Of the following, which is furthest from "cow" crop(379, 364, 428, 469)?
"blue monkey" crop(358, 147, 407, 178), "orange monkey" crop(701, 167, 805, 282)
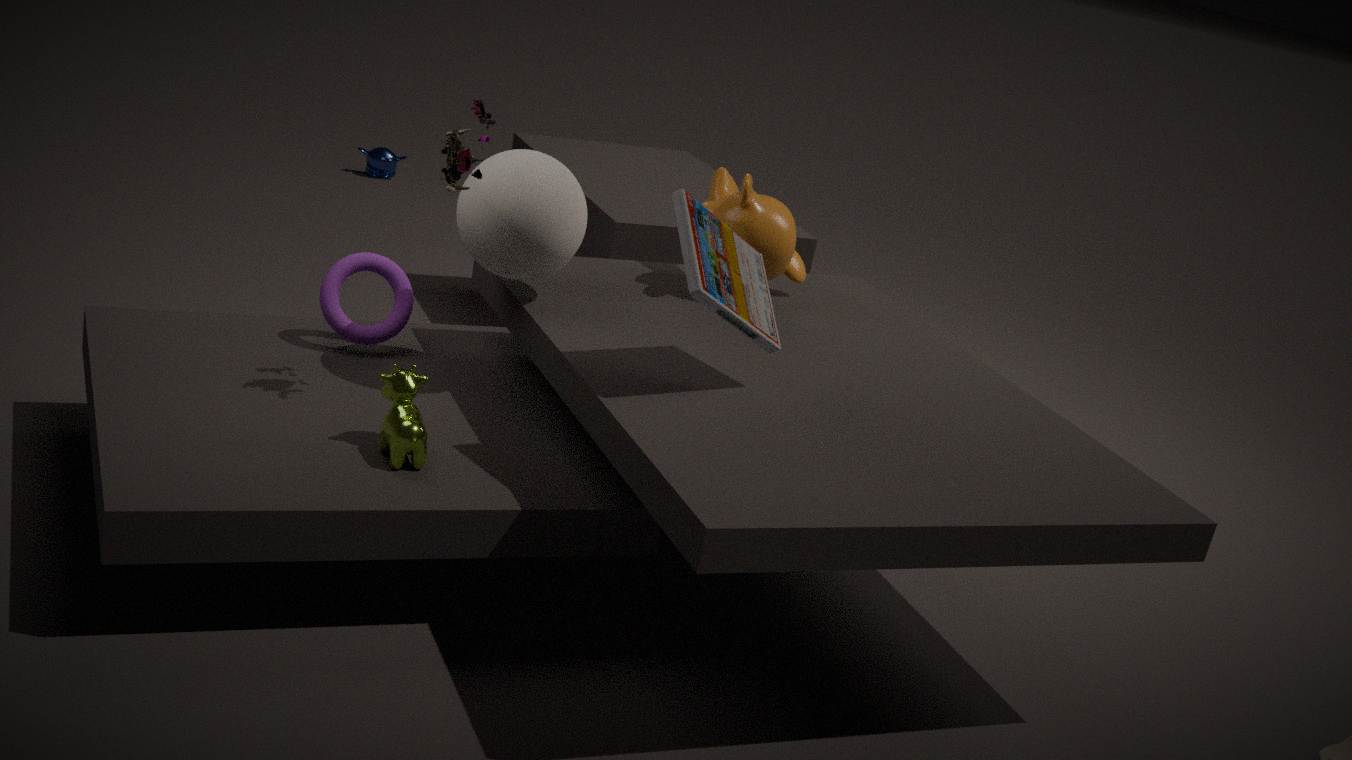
"blue monkey" crop(358, 147, 407, 178)
